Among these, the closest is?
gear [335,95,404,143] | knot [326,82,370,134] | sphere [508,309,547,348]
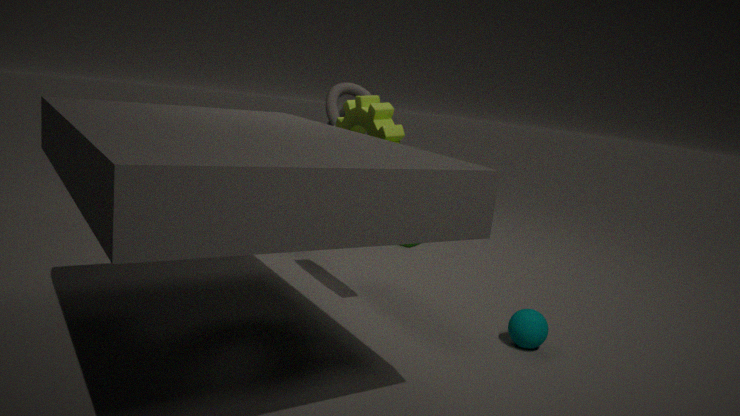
gear [335,95,404,143]
